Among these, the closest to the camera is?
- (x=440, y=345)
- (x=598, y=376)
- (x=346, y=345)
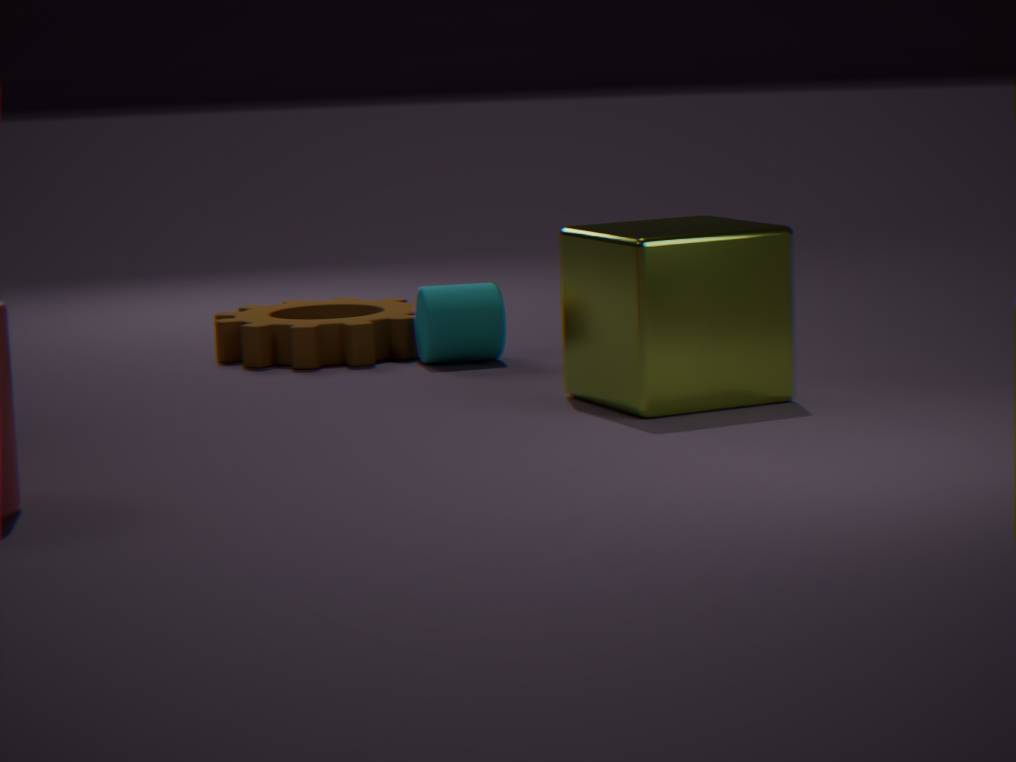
(x=598, y=376)
